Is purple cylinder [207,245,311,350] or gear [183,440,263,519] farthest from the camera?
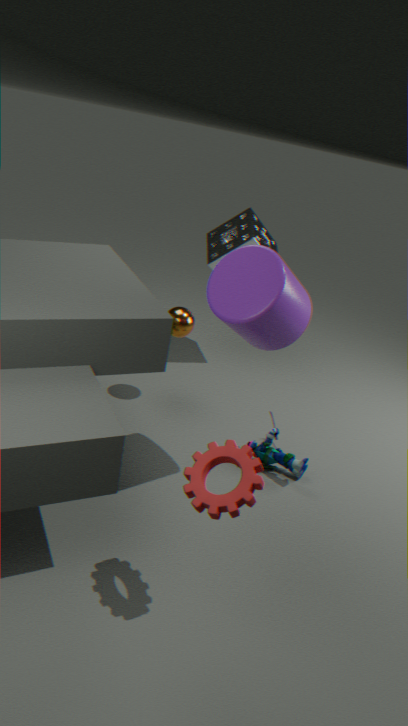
purple cylinder [207,245,311,350]
